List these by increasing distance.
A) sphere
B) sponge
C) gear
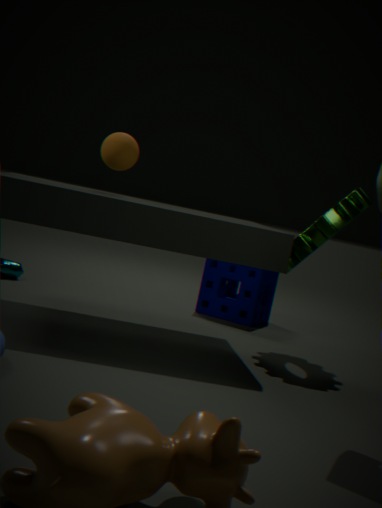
gear
sphere
sponge
